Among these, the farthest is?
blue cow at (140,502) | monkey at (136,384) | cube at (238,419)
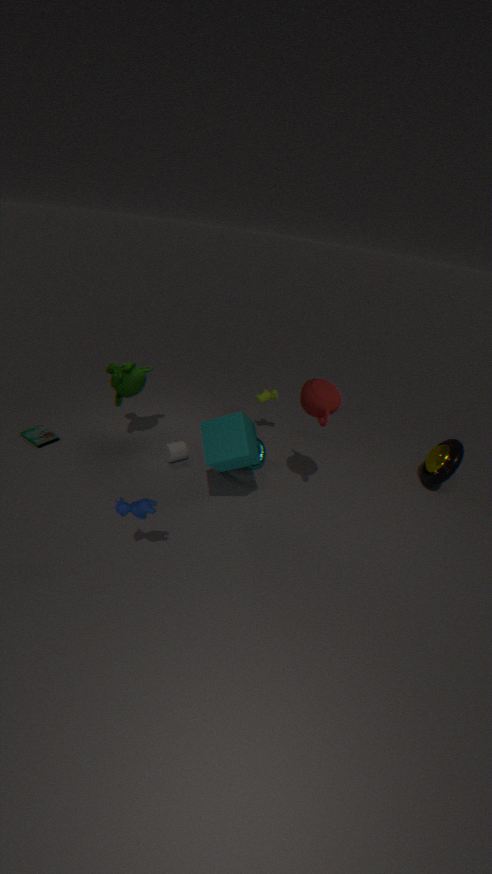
monkey at (136,384)
